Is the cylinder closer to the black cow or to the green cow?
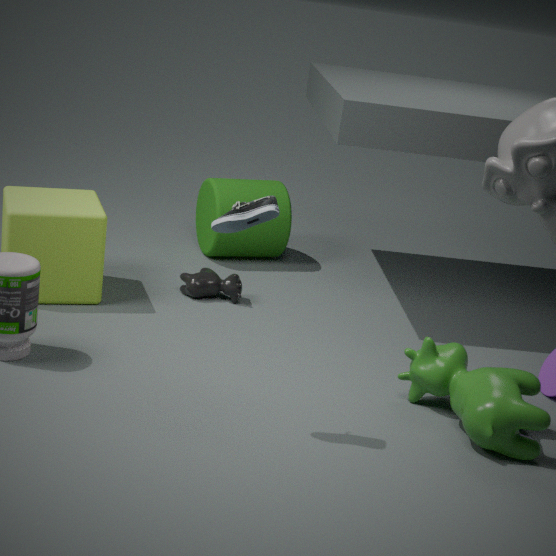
the black cow
